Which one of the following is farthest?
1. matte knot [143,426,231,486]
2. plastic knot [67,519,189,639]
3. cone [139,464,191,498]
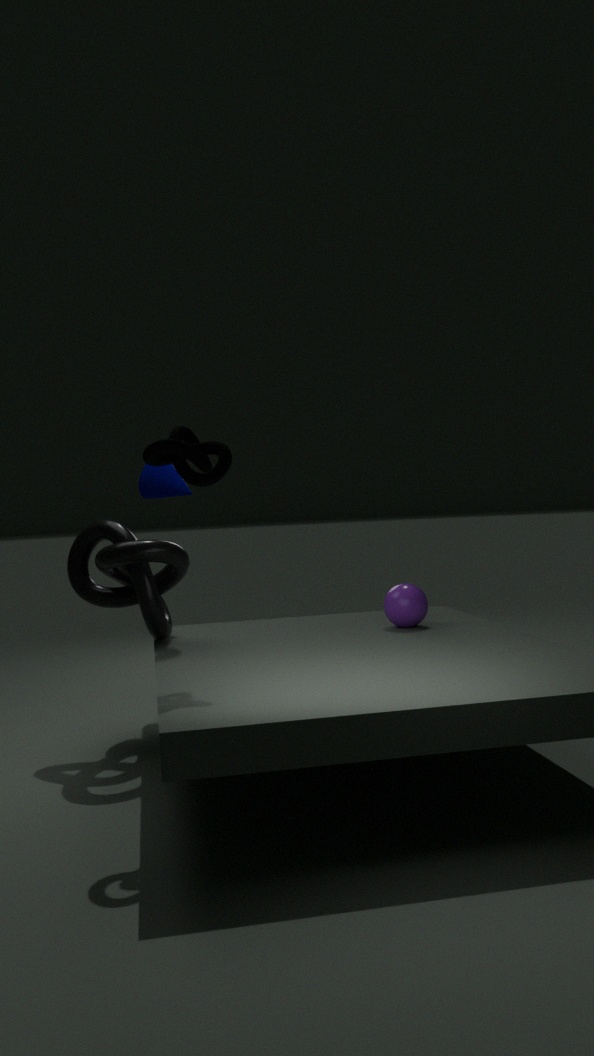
cone [139,464,191,498]
